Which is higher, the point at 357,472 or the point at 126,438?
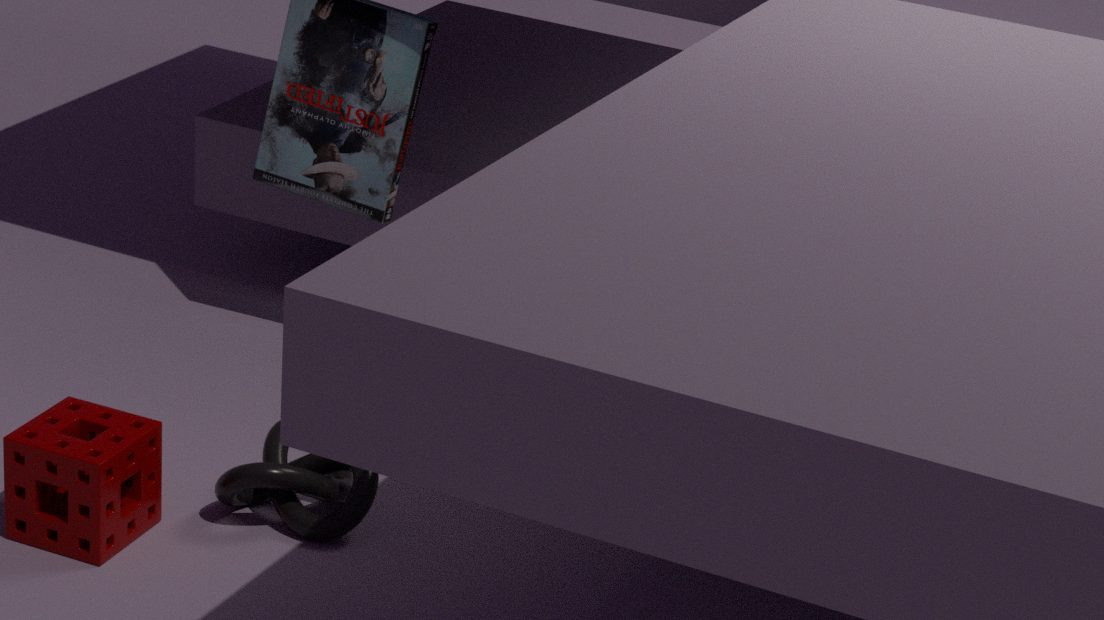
the point at 126,438
